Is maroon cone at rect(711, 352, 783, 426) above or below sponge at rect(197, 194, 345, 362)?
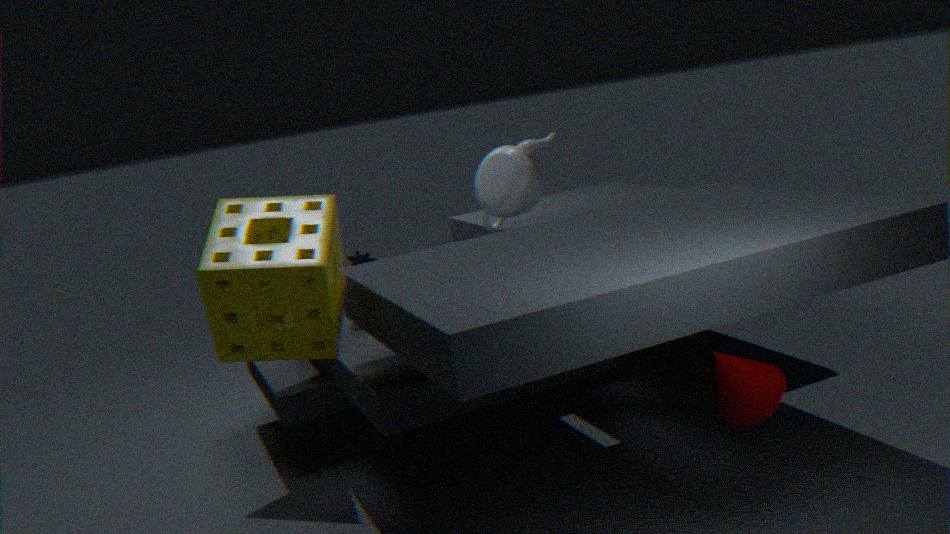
below
